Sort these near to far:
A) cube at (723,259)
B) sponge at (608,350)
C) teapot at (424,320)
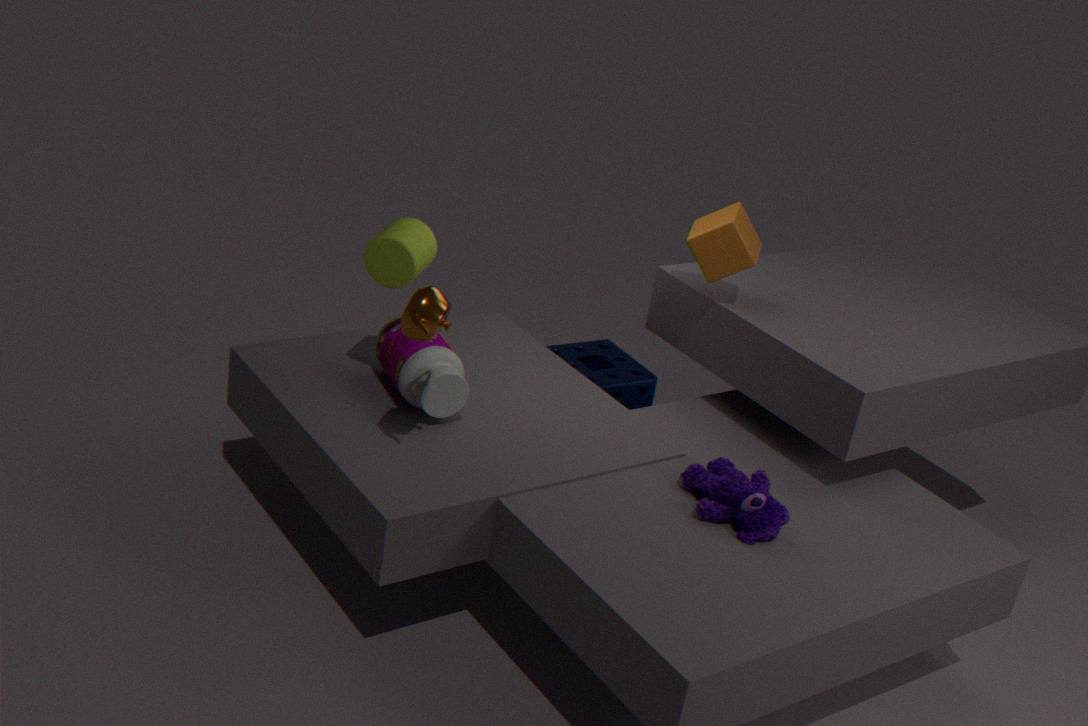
teapot at (424,320)
cube at (723,259)
sponge at (608,350)
